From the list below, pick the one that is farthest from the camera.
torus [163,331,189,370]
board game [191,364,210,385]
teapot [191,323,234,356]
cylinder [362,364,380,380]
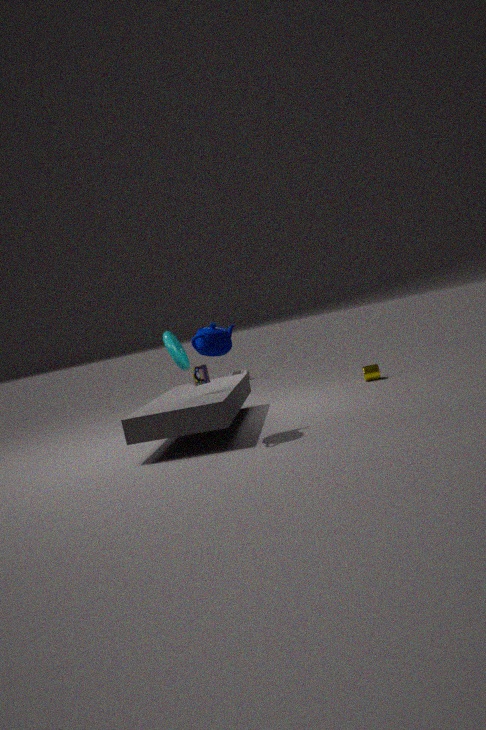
cylinder [362,364,380,380]
